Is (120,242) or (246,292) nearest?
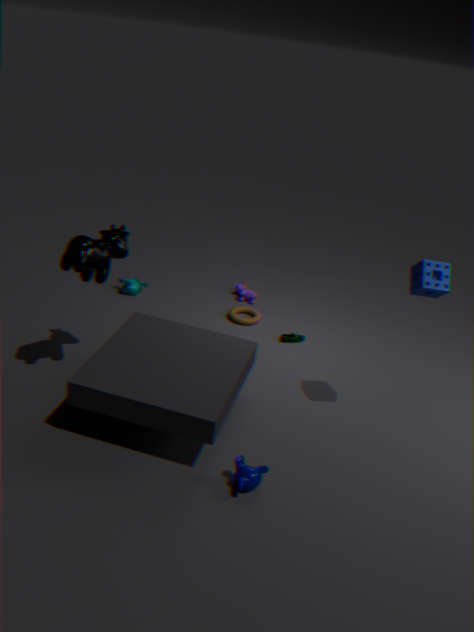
(120,242)
